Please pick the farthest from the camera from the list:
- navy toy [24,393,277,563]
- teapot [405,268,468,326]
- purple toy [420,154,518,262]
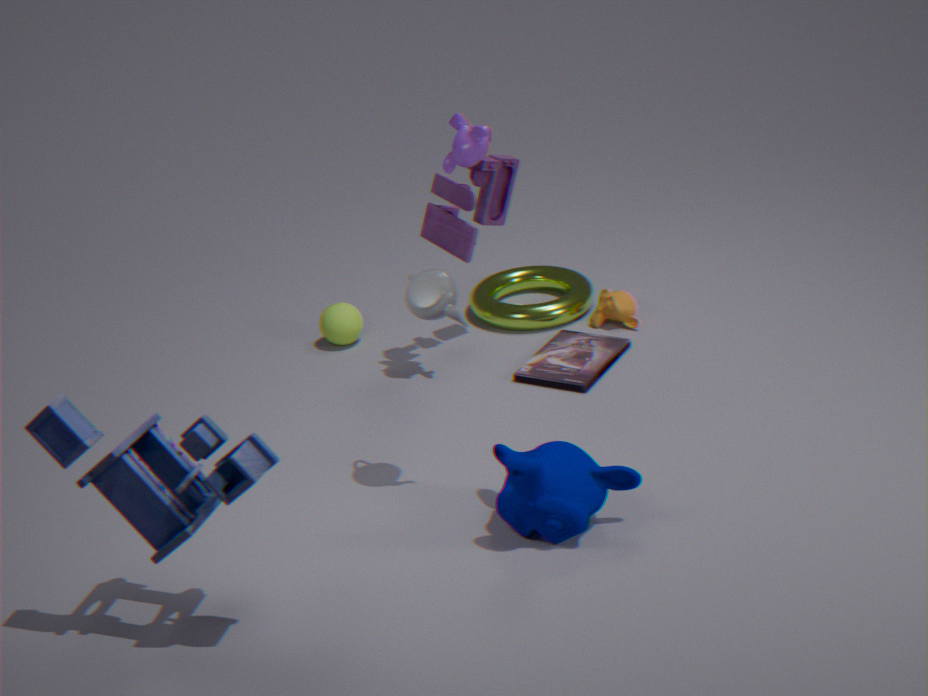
A: purple toy [420,154,518,262]
